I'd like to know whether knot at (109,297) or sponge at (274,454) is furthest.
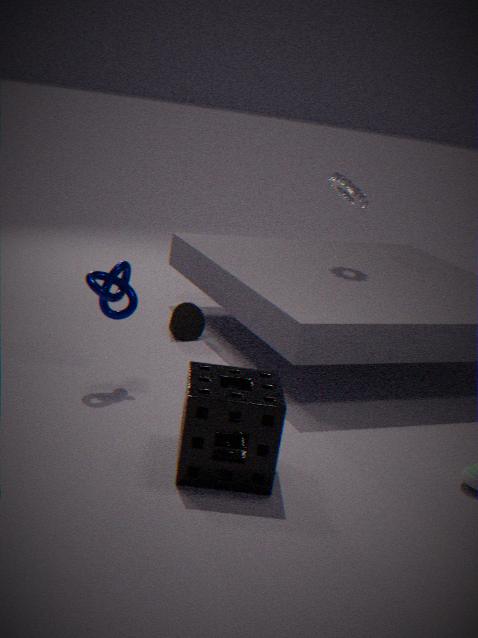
knot at (109,297)
